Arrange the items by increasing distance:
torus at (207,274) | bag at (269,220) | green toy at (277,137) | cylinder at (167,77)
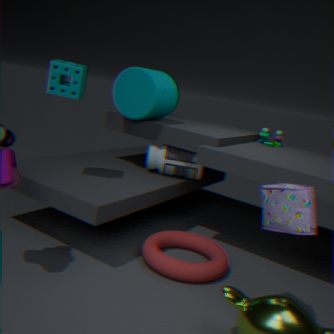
bag at (269,220), torus at (207,274), cylinder at (167,77), green toy at (277,137)
